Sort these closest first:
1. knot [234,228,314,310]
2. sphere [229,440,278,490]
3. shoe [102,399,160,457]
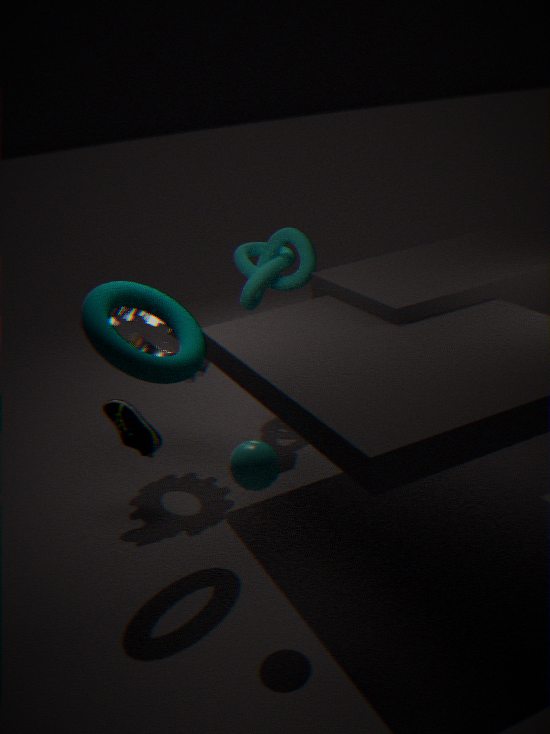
1. sphere [229,440,278,490]
2. shoe [102,399,160,457]
3. knot [234,228,314,310]
